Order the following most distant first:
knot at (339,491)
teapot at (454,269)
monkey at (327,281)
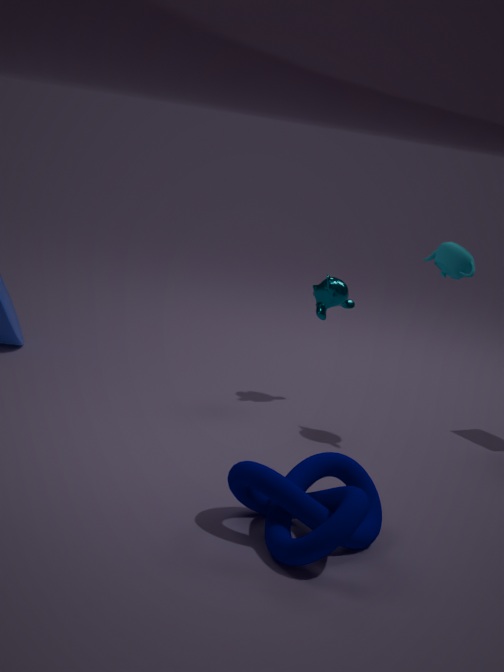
monkey at (327,281) < teapot at (454,269) < knot at (339,491)
